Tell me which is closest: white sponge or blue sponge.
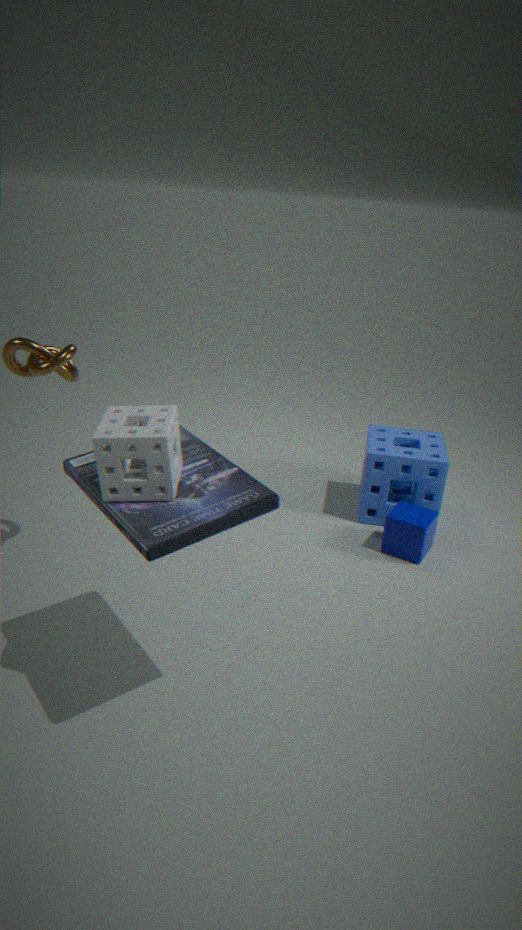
white sponge
